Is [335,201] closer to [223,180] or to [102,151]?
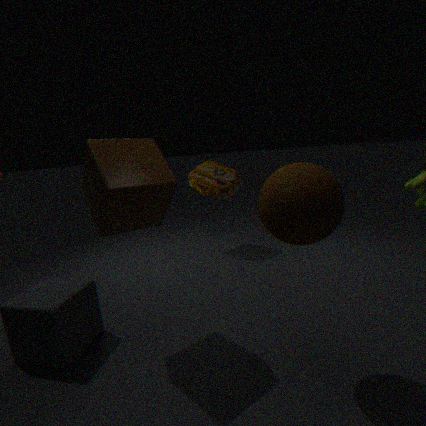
[102,151]
